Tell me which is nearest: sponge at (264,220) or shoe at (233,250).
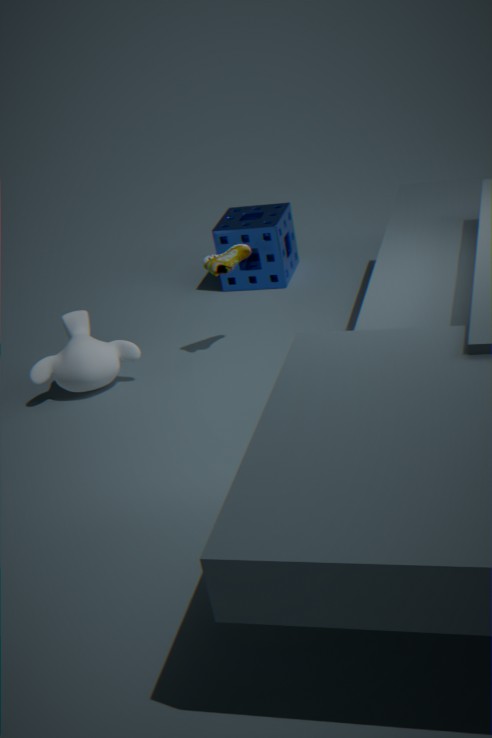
shoe at (233,250)
